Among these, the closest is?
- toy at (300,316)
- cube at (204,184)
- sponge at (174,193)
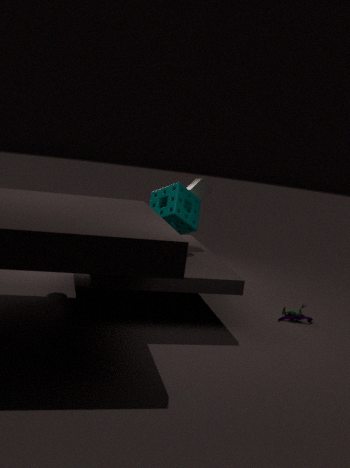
toy at (300,316)
